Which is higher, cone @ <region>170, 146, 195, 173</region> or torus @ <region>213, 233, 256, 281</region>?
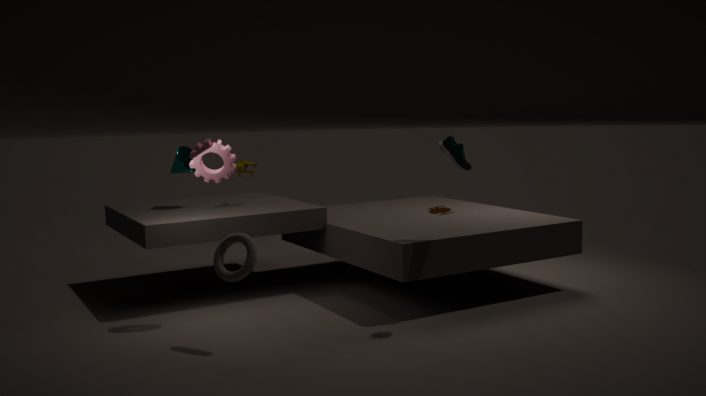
cone @ <region>170, 146, 195, 173</region>
